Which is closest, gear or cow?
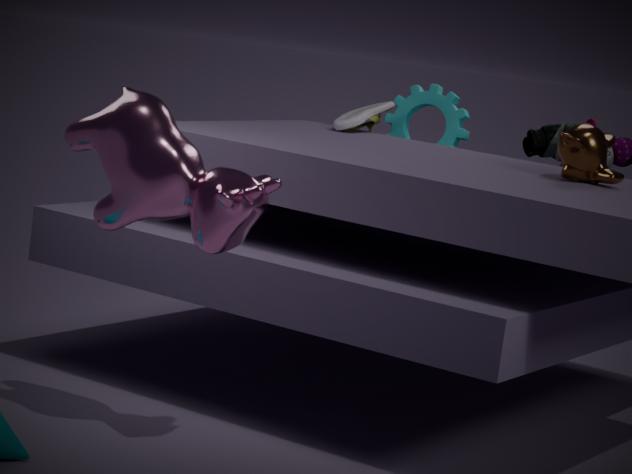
cow
